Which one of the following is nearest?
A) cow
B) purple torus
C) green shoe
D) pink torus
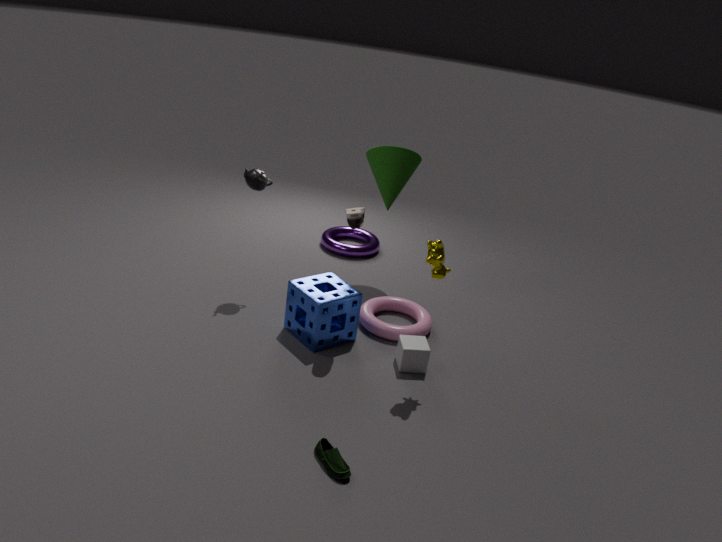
green shoe
